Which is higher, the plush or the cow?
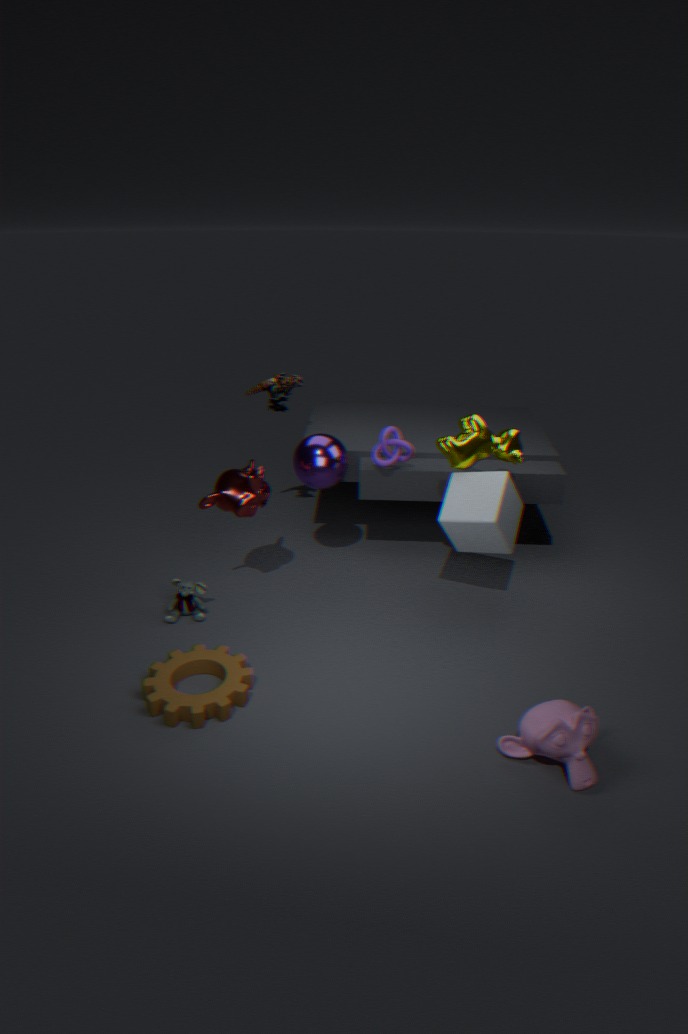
the cow
